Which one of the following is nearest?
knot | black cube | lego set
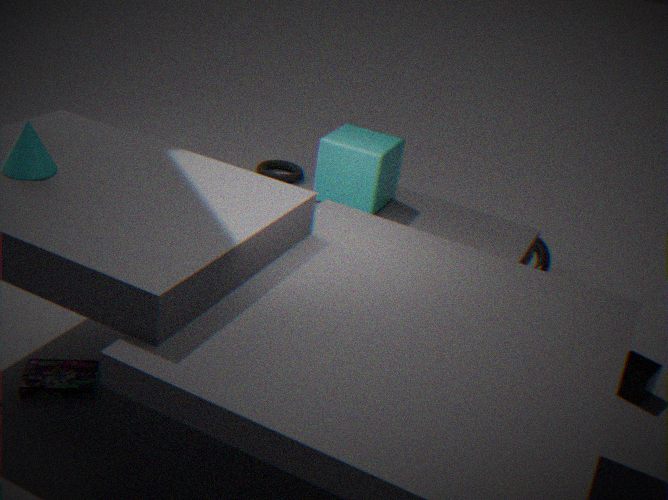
lego set
